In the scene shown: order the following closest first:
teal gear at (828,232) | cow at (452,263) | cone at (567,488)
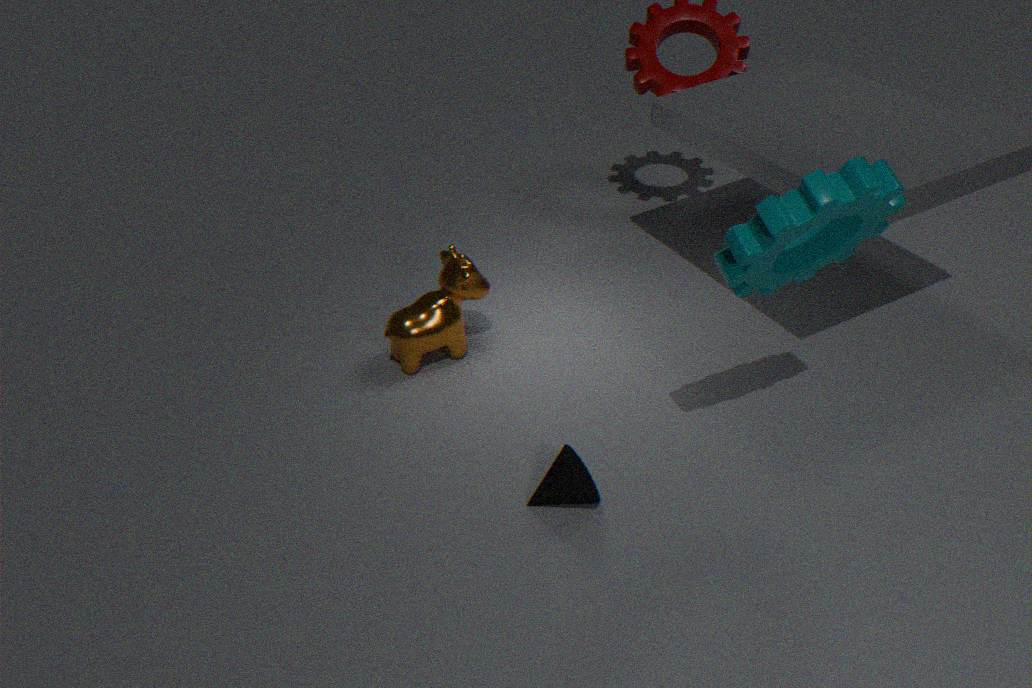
1. teal gear at (828,232)
2. cone at (567,488)
3. cow at (452,263)
